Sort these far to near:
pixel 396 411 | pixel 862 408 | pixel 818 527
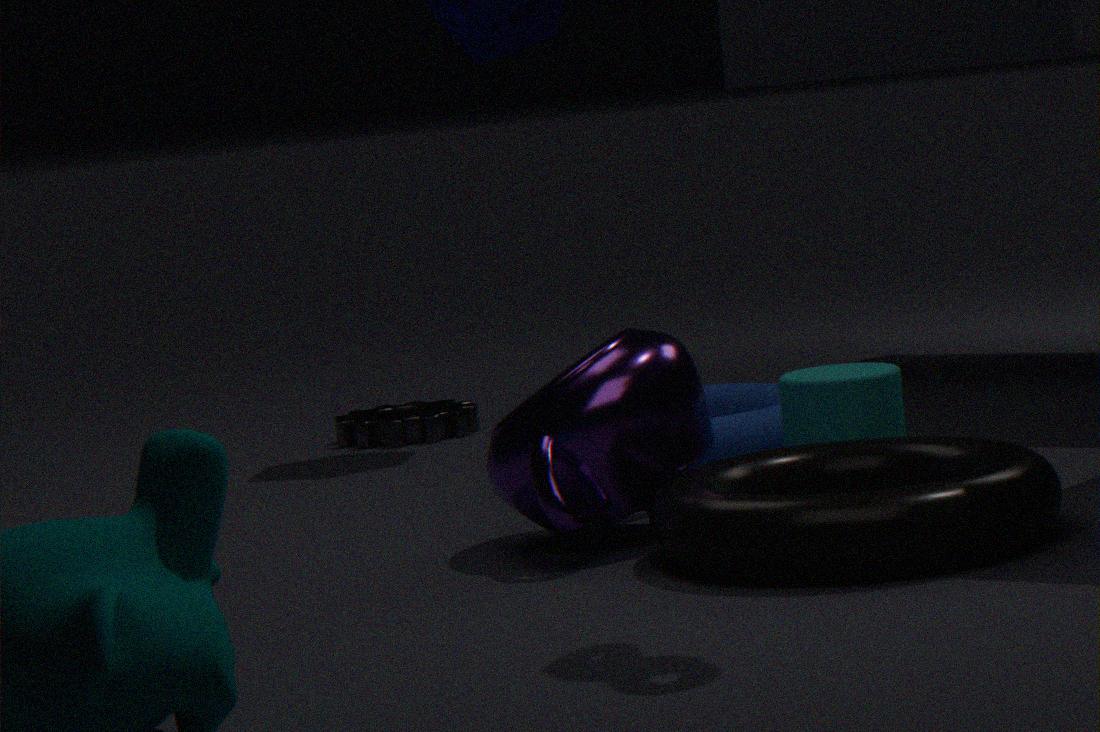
pixel 396 411 → pixel 862 408 → pixel 818 527
